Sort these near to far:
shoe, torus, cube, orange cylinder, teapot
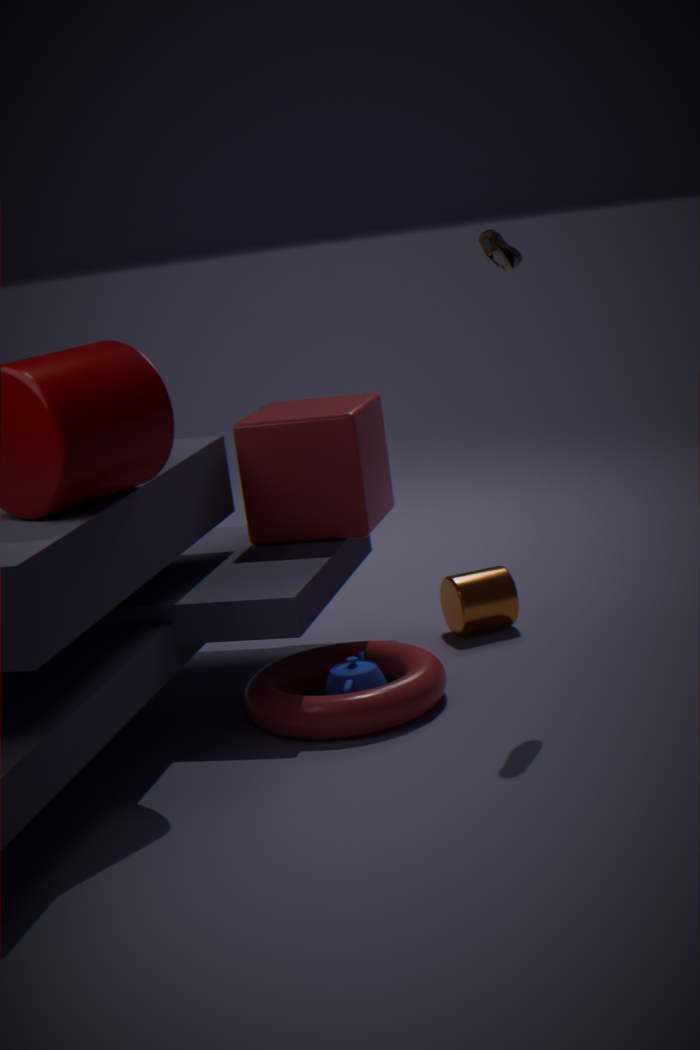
shoe < torus < teapot < cube < orange cylinder
